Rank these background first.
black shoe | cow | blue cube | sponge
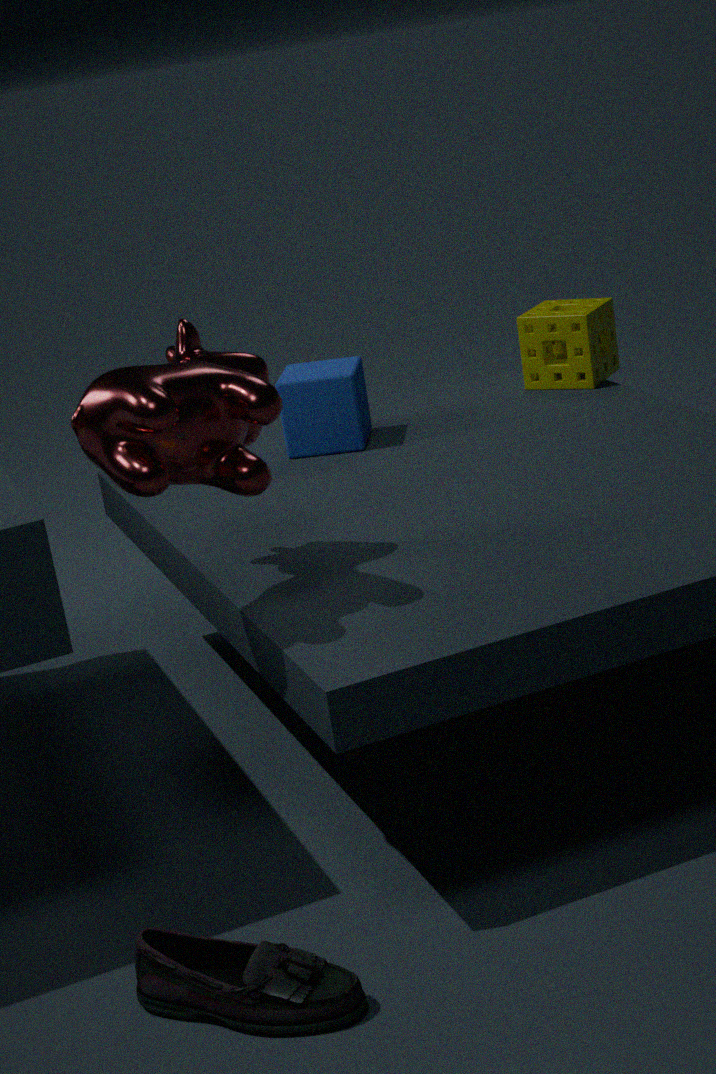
sponge < blue cube < cow < black shoe
